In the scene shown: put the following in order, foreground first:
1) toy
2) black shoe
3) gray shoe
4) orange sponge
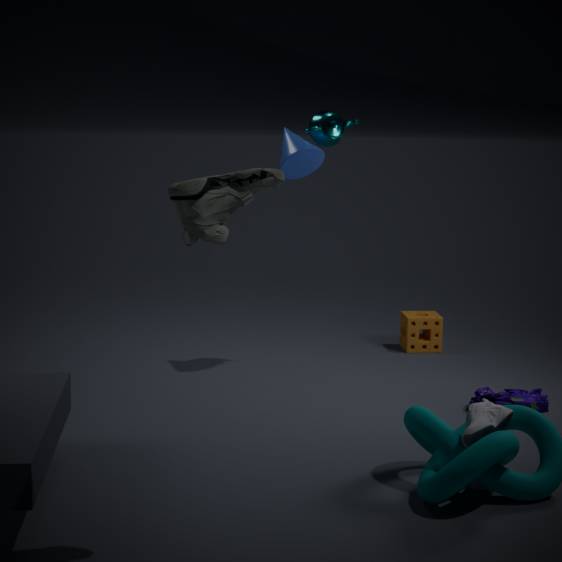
2. black shoe < 3. gray shoe < 1. toy < 4. orange sponge
